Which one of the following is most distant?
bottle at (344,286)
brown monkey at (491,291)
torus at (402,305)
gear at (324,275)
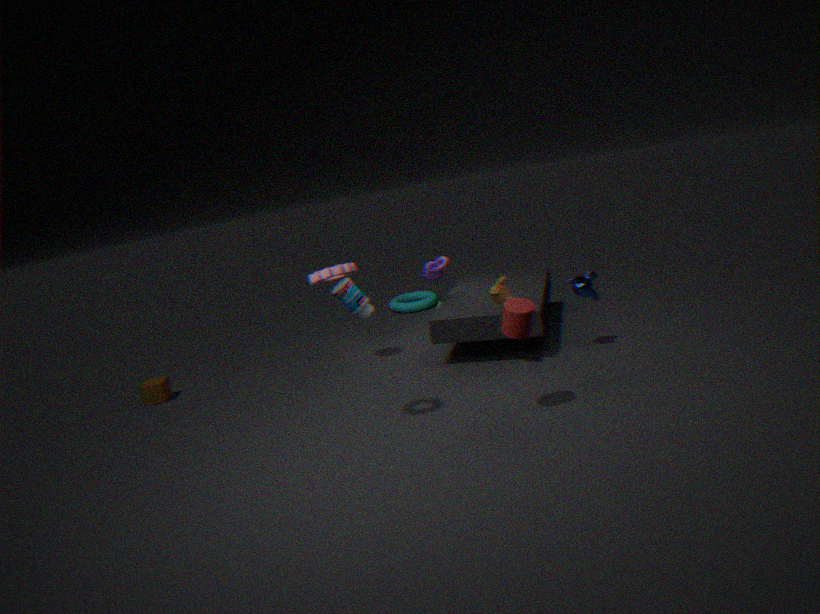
torus at (402,305)
